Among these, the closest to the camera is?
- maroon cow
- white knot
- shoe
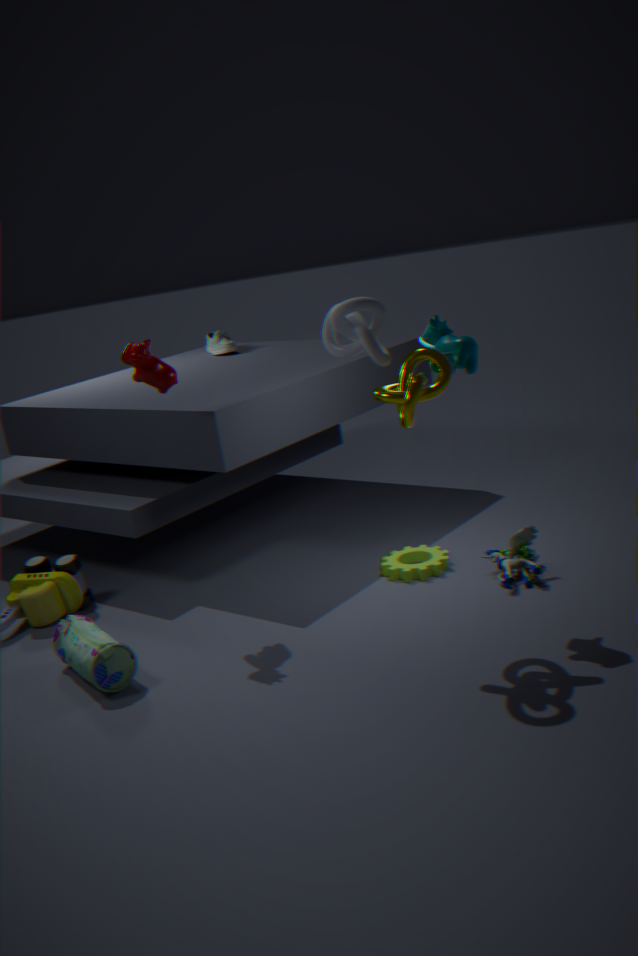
white knot
